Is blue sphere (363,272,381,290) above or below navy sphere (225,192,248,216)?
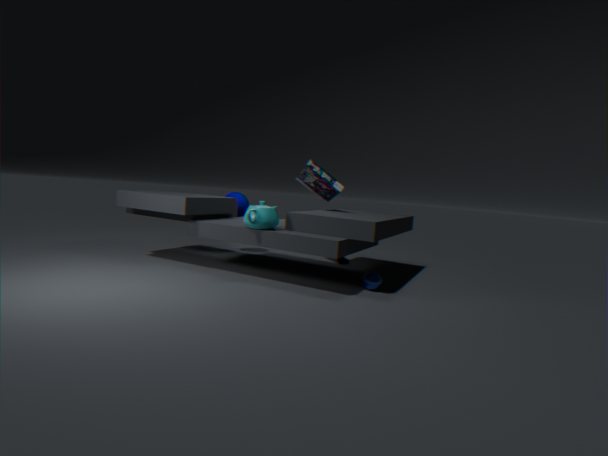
below
